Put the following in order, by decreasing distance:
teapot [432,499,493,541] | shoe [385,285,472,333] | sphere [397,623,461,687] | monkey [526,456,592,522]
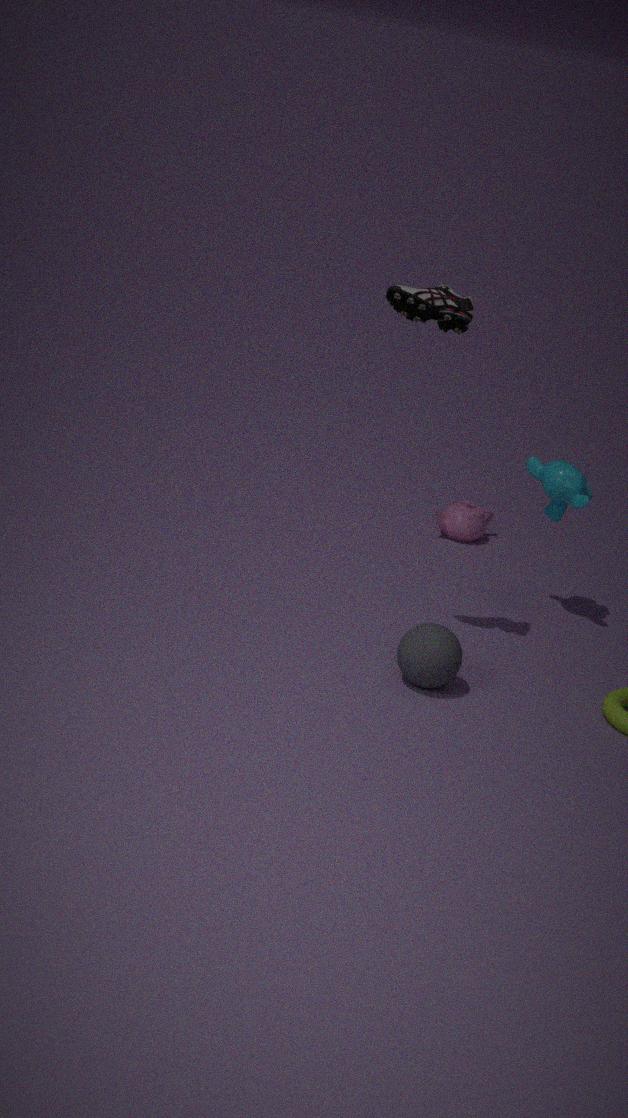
teapot [432,499,493,541], monkey [526,456,592,522], shoe [385,285,472,333], sphere [397,623,461,687]
